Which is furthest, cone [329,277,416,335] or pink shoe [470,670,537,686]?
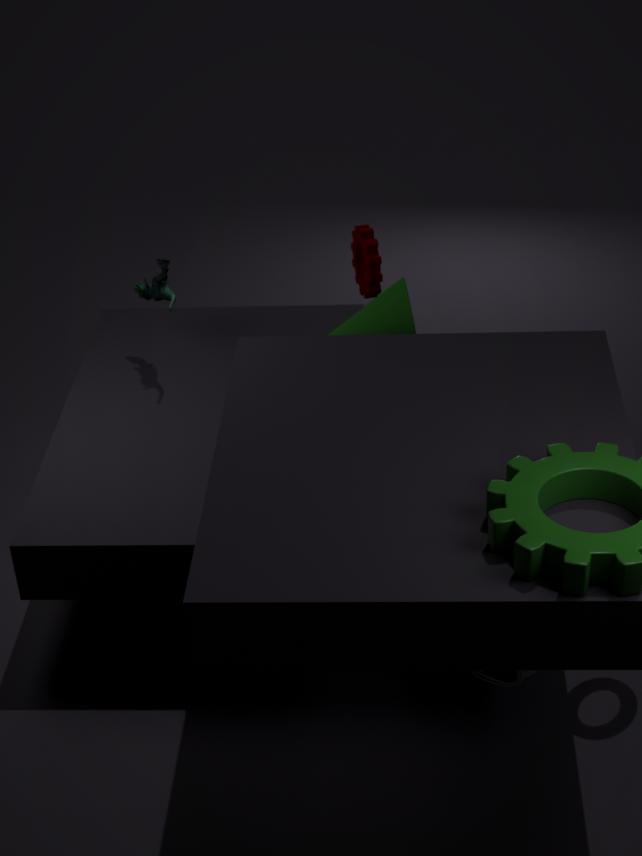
cone [329,277,416,335]
